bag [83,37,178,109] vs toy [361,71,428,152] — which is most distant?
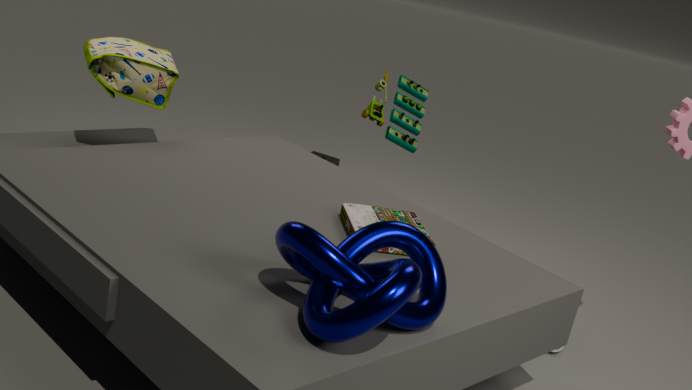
toy [361,71,428,152]
